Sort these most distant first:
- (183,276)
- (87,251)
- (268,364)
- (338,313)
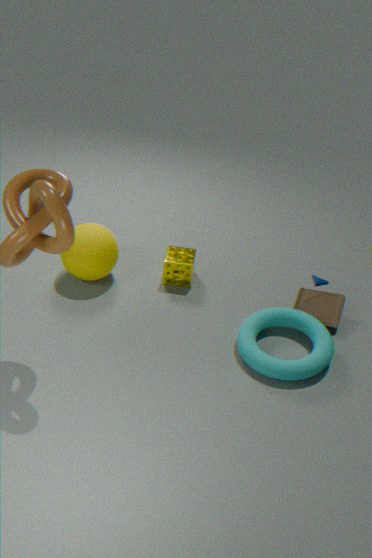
(183,276)
(87,251)
(338,313)
(268,364)
